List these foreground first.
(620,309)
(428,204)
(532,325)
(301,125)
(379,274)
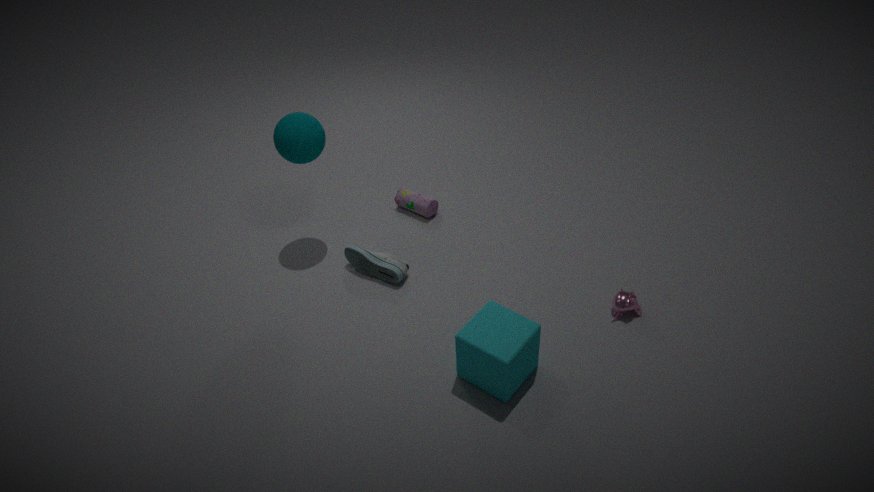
(532,325)
(620,309)
(301,125)
(379,274)
(428,204)
